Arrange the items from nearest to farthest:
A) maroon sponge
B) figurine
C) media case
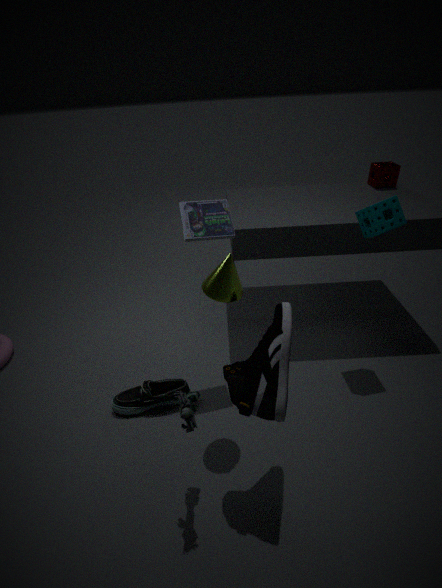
figurine < media case < maroon sponge
